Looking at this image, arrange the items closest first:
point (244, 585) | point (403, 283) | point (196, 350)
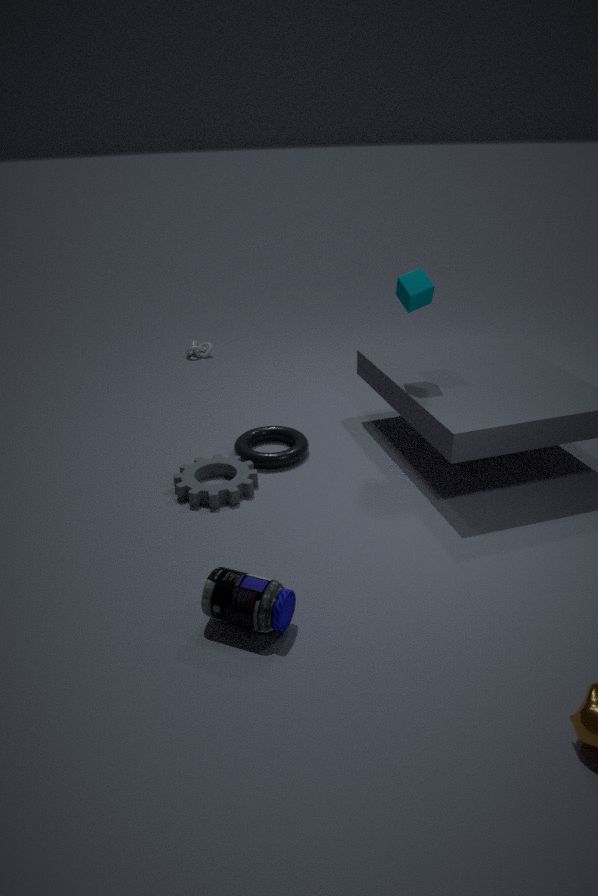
point (244, 585)
point (403, 283)
point (196, 350)
